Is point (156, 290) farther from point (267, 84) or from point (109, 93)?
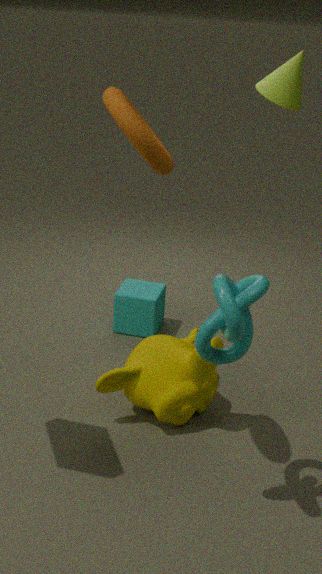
point (109, 93)
